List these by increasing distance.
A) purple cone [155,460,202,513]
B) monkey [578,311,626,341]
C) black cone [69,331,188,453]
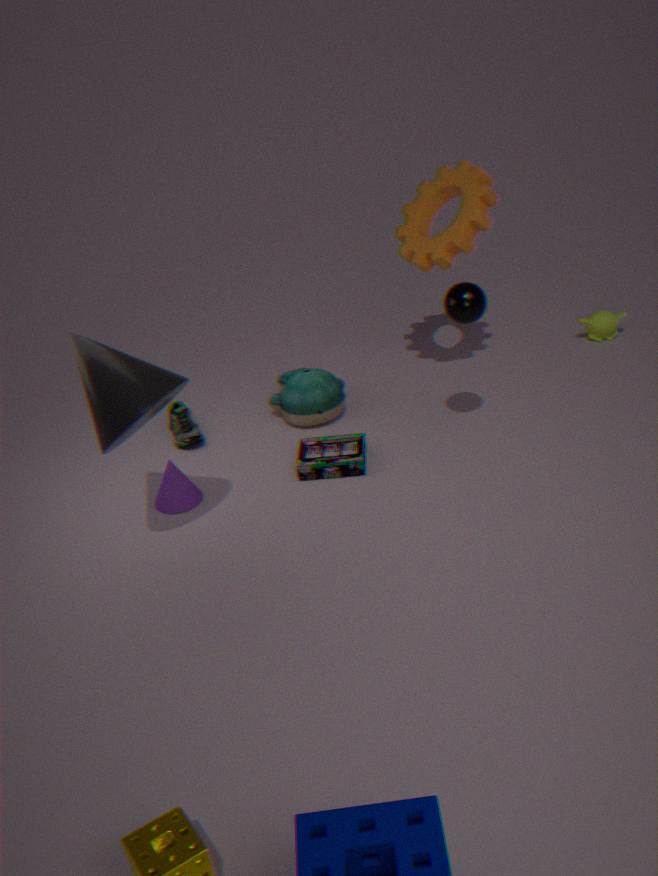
black cone [69,331,188,453]
purple cone [155,460,202,513]
monkey [578,311,626,341]
